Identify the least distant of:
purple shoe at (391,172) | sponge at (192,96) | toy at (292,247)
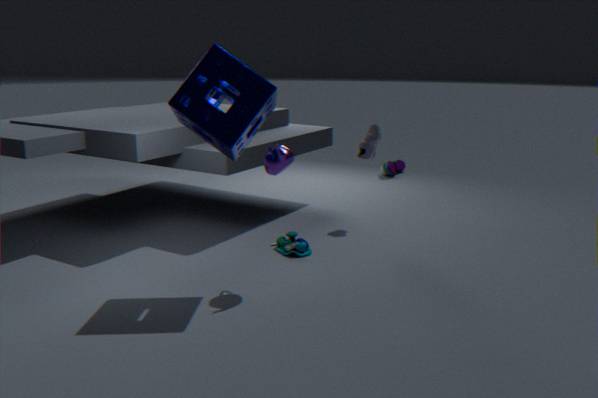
sponge at (192,96)
